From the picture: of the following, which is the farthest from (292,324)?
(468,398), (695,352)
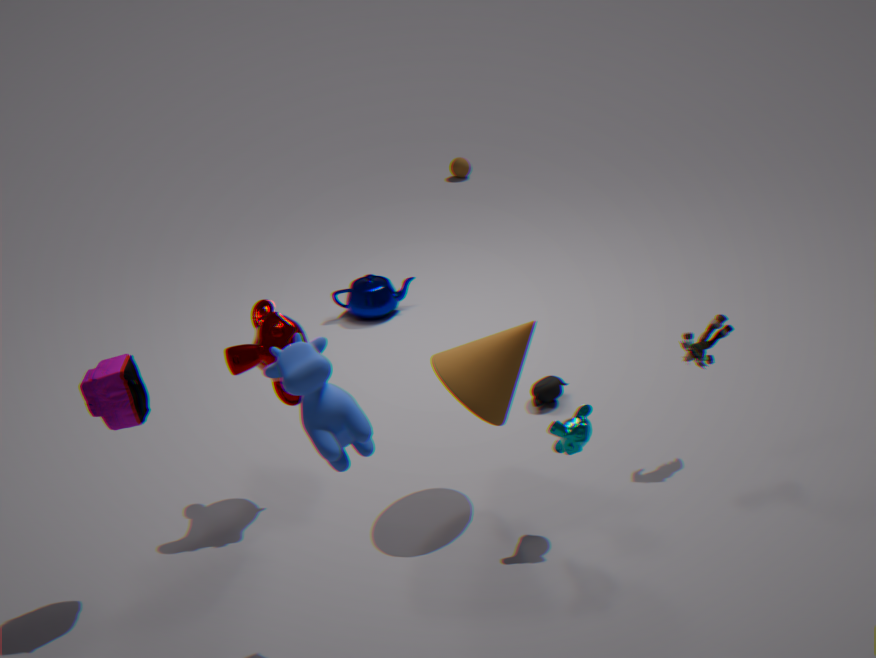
(695,352)
